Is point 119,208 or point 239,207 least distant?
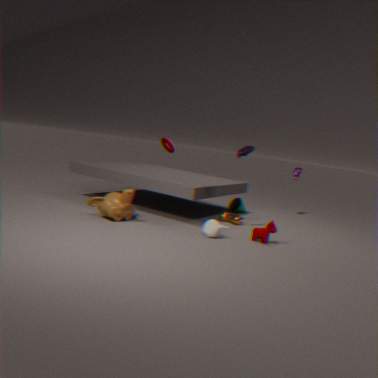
point 119,208
